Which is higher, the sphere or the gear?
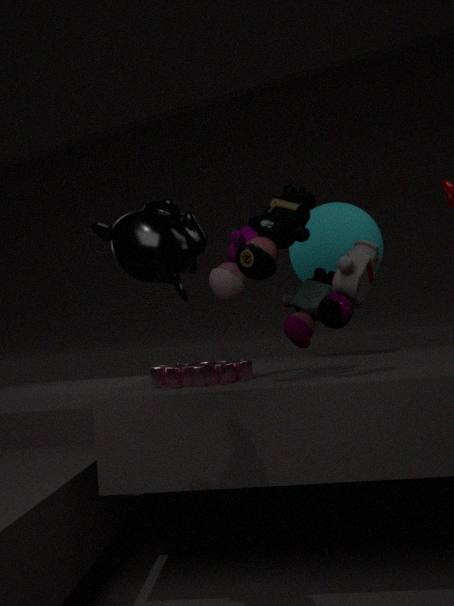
the sphere
